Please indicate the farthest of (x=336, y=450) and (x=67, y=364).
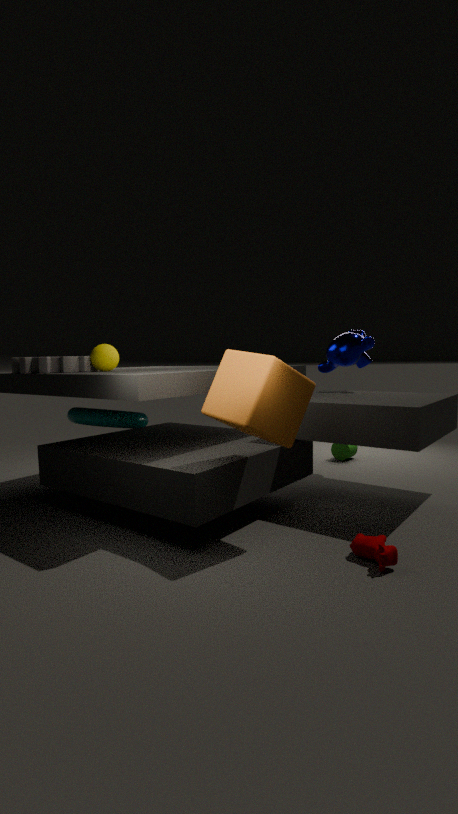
(x=336, y=450)
